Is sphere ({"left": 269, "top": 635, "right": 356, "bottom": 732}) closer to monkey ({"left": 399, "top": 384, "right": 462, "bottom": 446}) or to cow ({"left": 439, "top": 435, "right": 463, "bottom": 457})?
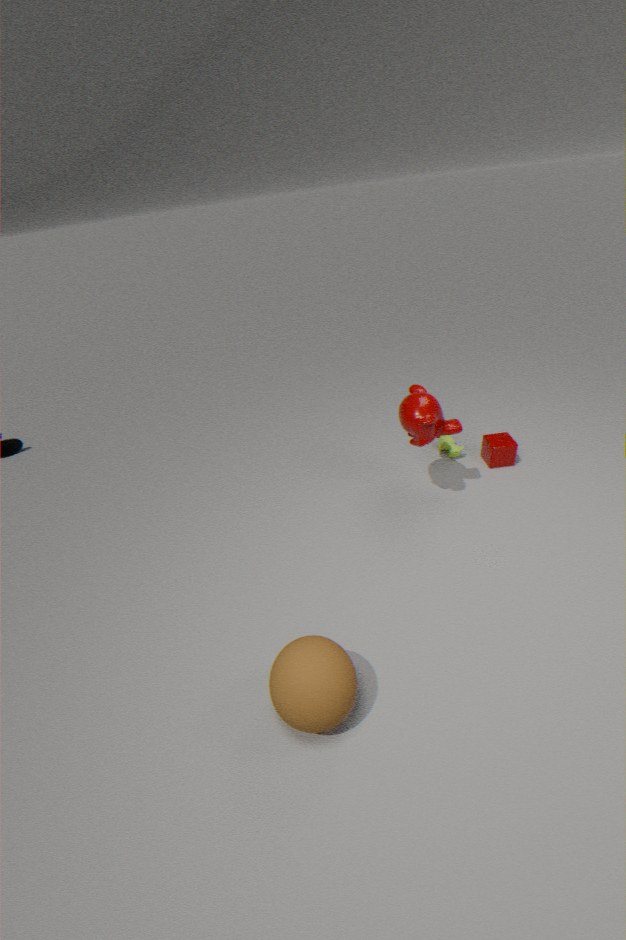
monkey ({"left": 399, "top": 384, "right": 462, "bottom": 446})
